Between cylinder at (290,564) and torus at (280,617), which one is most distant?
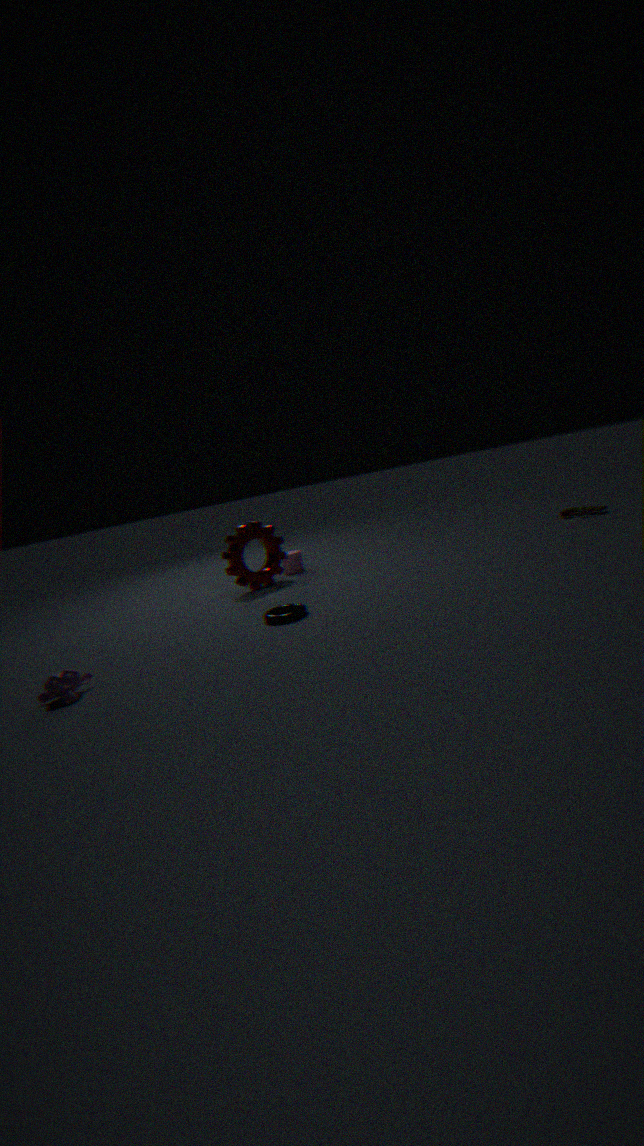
cylinder at (290,564)
